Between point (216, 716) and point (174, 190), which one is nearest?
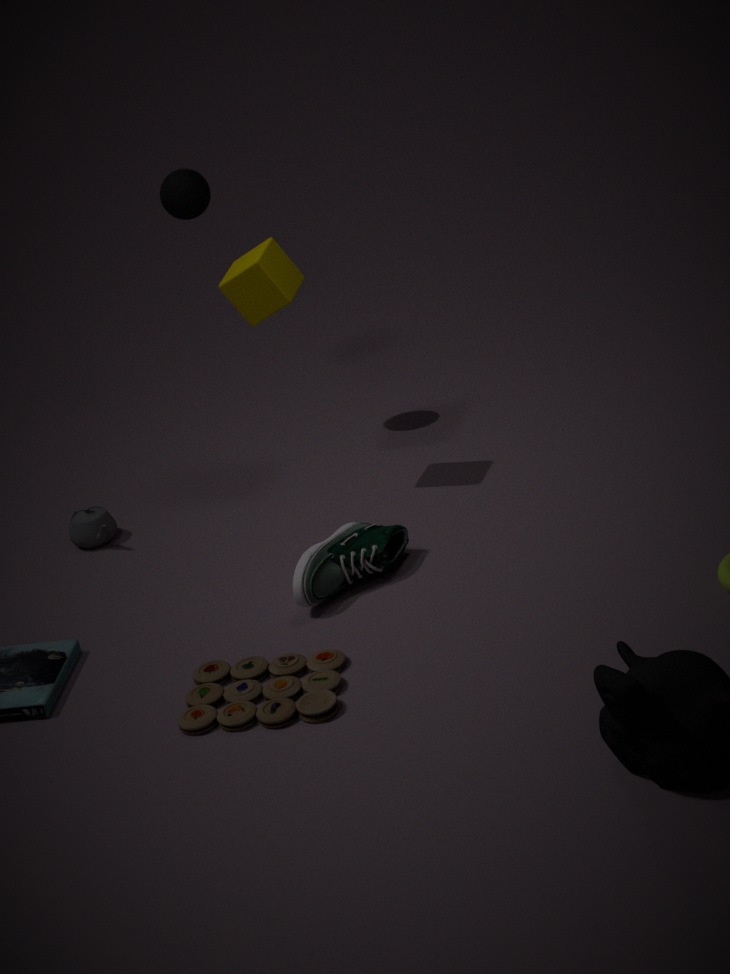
point (216, 716)
